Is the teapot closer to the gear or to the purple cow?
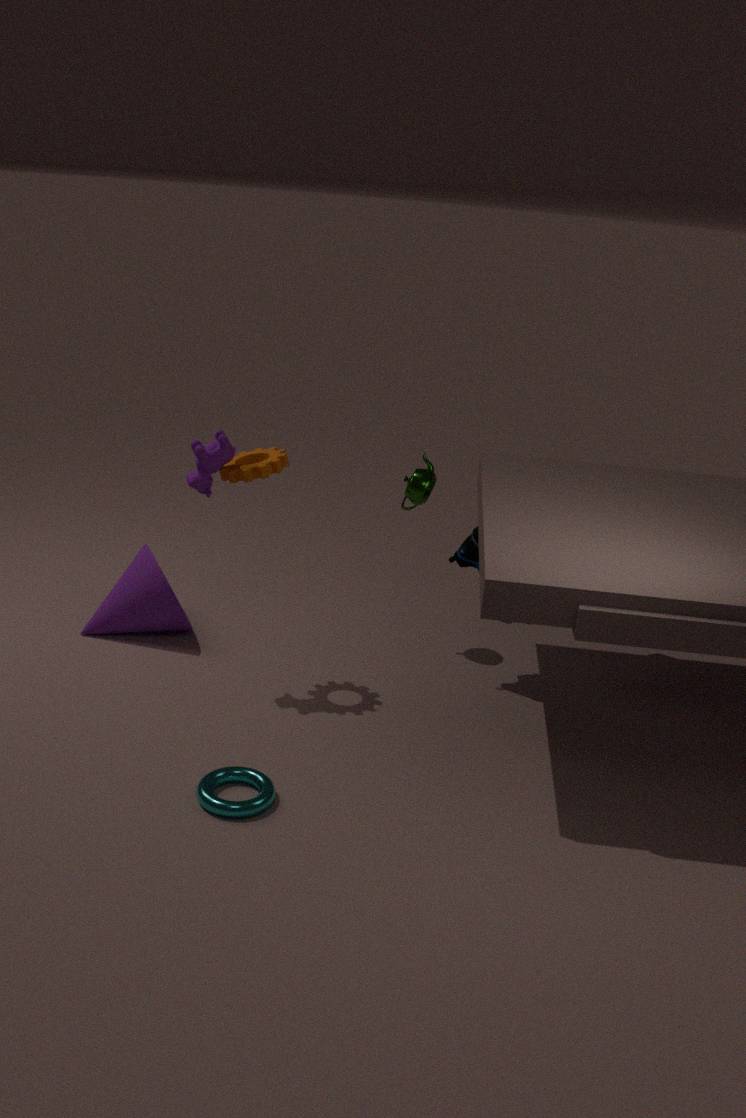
the gear
